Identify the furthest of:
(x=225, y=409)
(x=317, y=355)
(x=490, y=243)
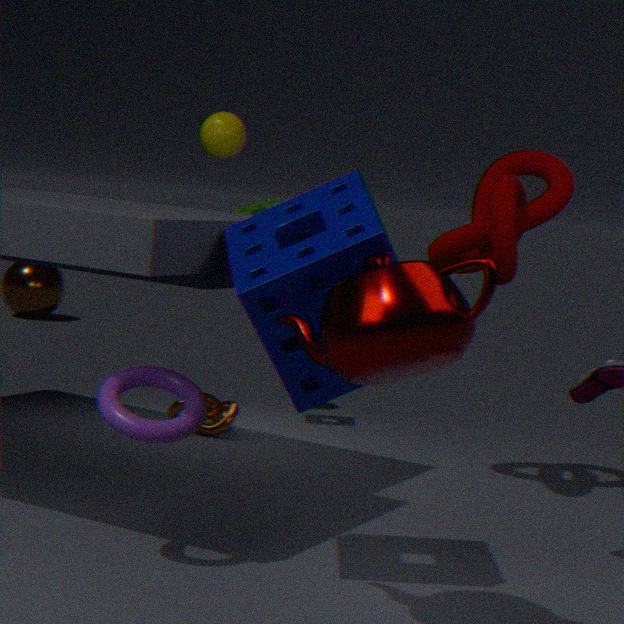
(x=225, y=409)
